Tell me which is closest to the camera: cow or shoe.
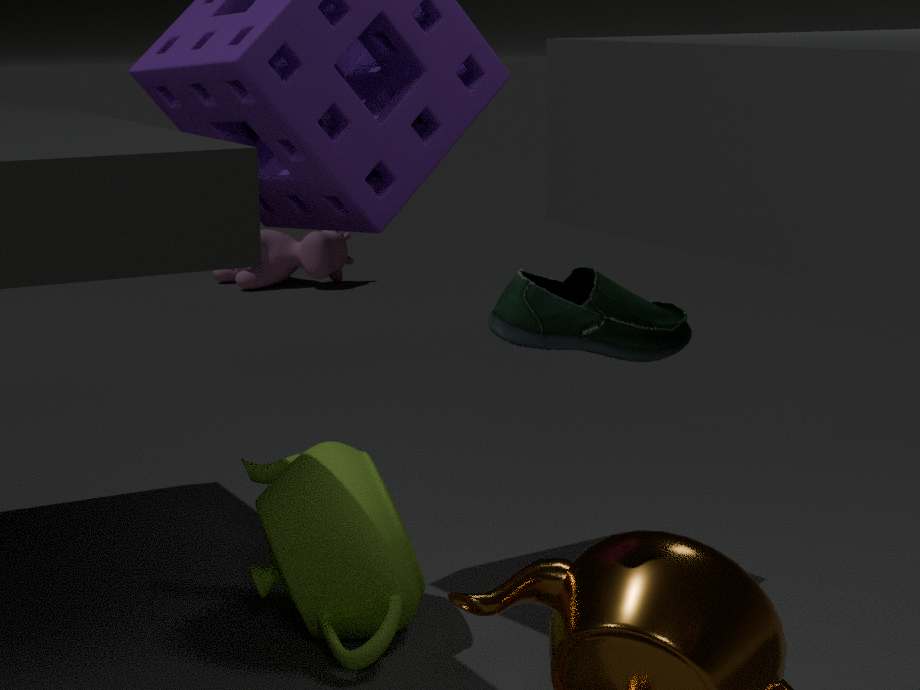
shoe
